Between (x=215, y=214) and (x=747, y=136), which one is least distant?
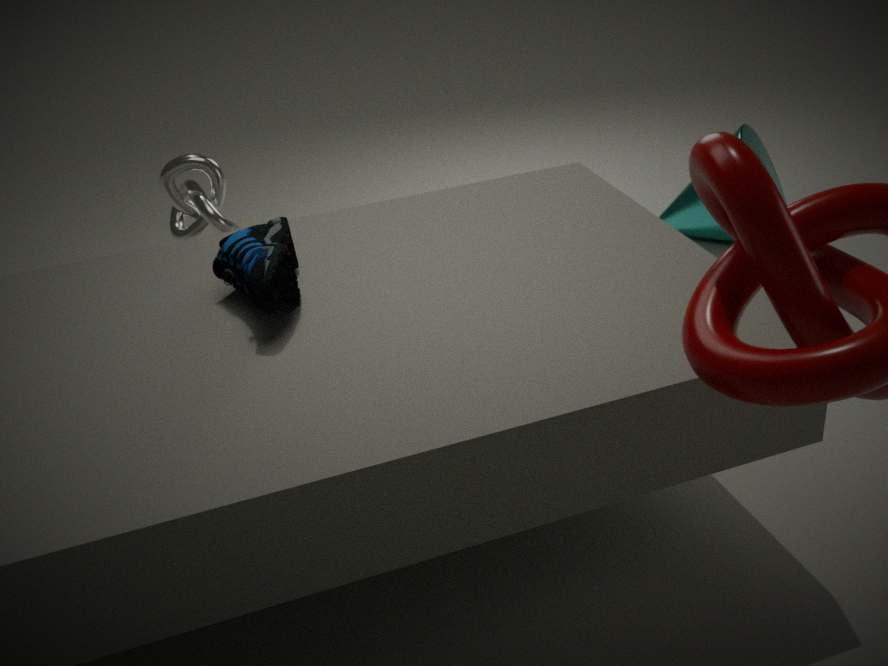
(x=215, y=214)
